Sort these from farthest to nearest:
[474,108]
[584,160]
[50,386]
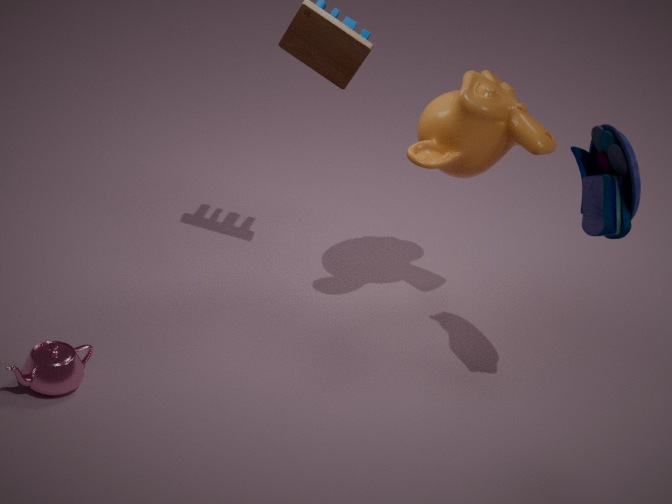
[474,108] → [50,386] → [584,160]
